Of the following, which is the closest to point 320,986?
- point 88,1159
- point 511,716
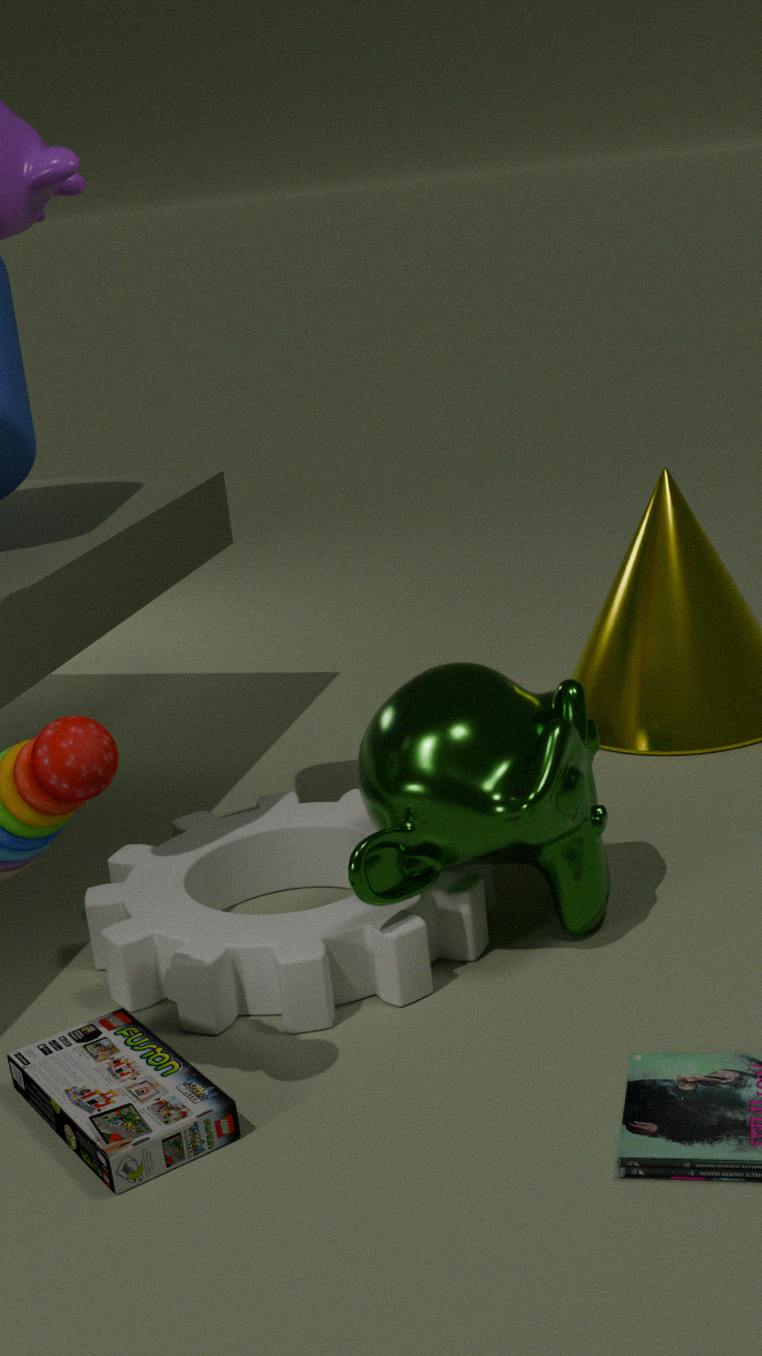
point 511,716
